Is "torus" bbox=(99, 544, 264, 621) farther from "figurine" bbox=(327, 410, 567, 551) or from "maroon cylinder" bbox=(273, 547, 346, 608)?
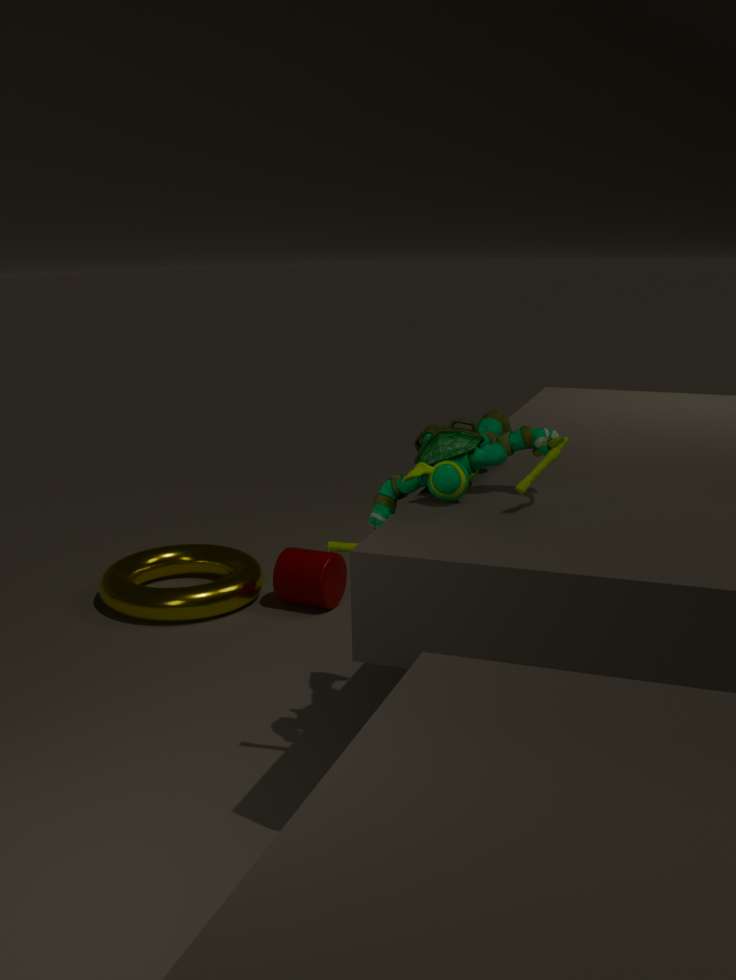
"figurine" bbox=(327, 410, 567, 551)
